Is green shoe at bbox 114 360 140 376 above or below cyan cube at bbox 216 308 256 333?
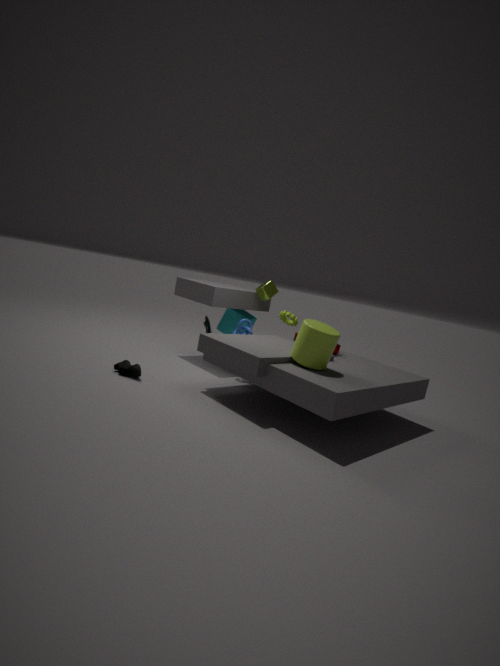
below
